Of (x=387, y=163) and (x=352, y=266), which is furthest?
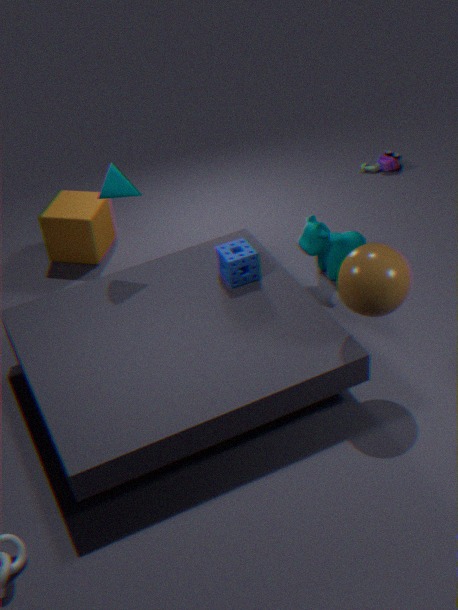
(x=387, y=163)
